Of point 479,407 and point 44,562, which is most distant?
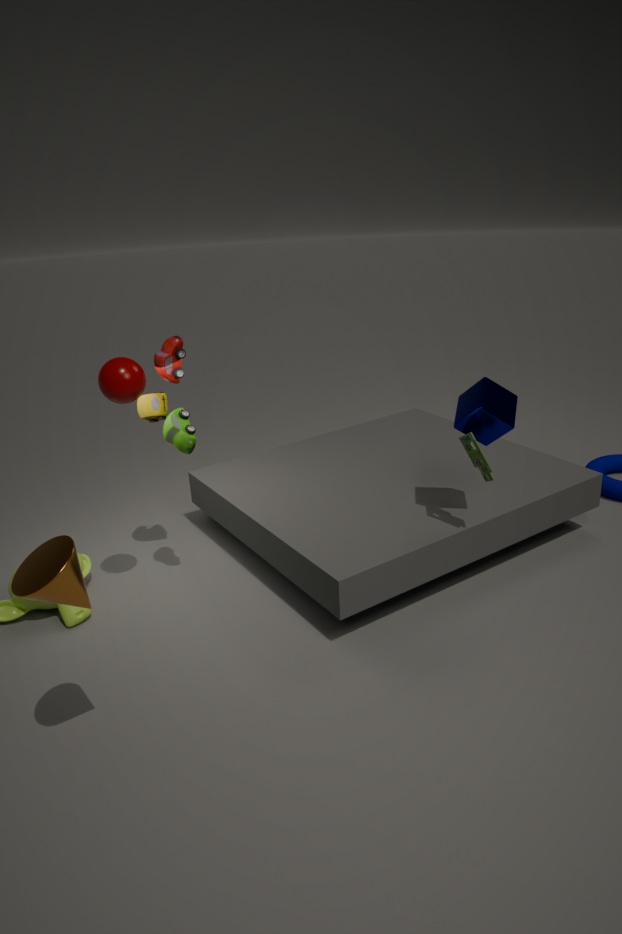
point 479,407
